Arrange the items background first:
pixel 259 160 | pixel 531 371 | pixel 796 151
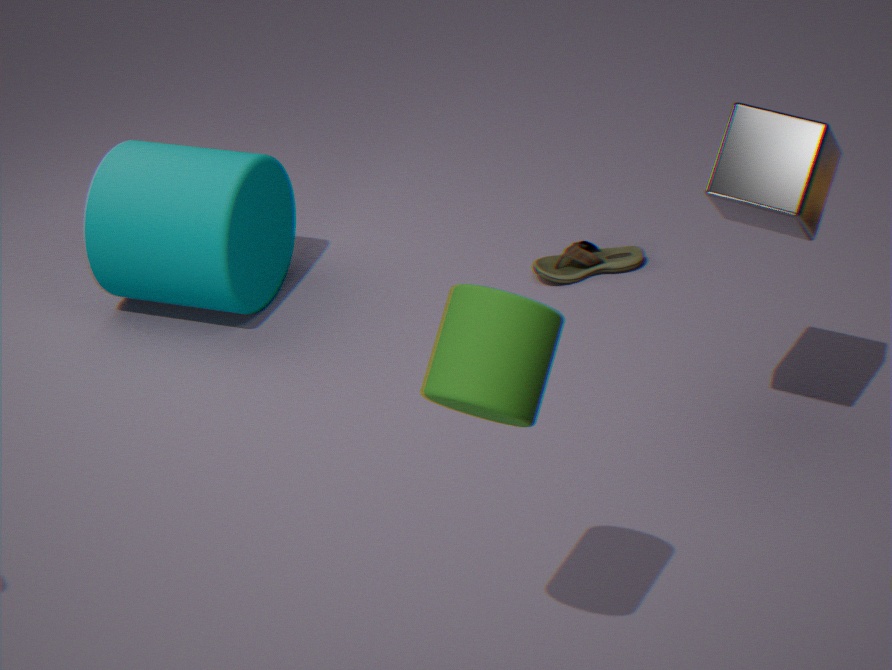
pixel 259 160
pixel 796 151
pixel 531 371
